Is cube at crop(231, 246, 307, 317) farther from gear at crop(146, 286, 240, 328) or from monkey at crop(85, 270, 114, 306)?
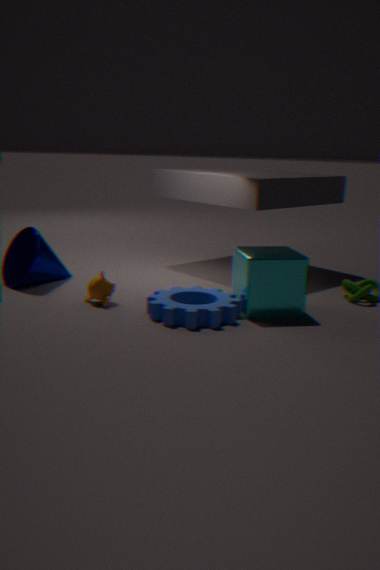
monkey at crop(85, 270, 114, 306)
